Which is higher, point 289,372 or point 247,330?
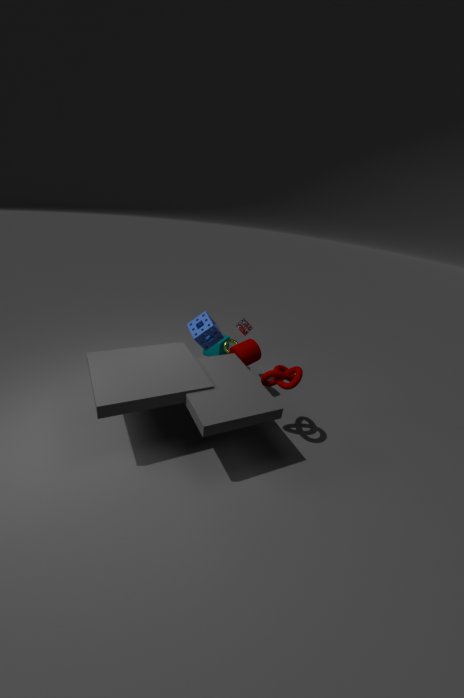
point 247,330
